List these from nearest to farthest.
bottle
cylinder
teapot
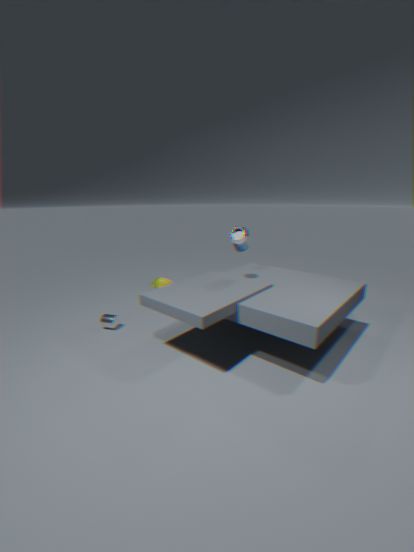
1. bottle
2. cylinder
3. teapot
